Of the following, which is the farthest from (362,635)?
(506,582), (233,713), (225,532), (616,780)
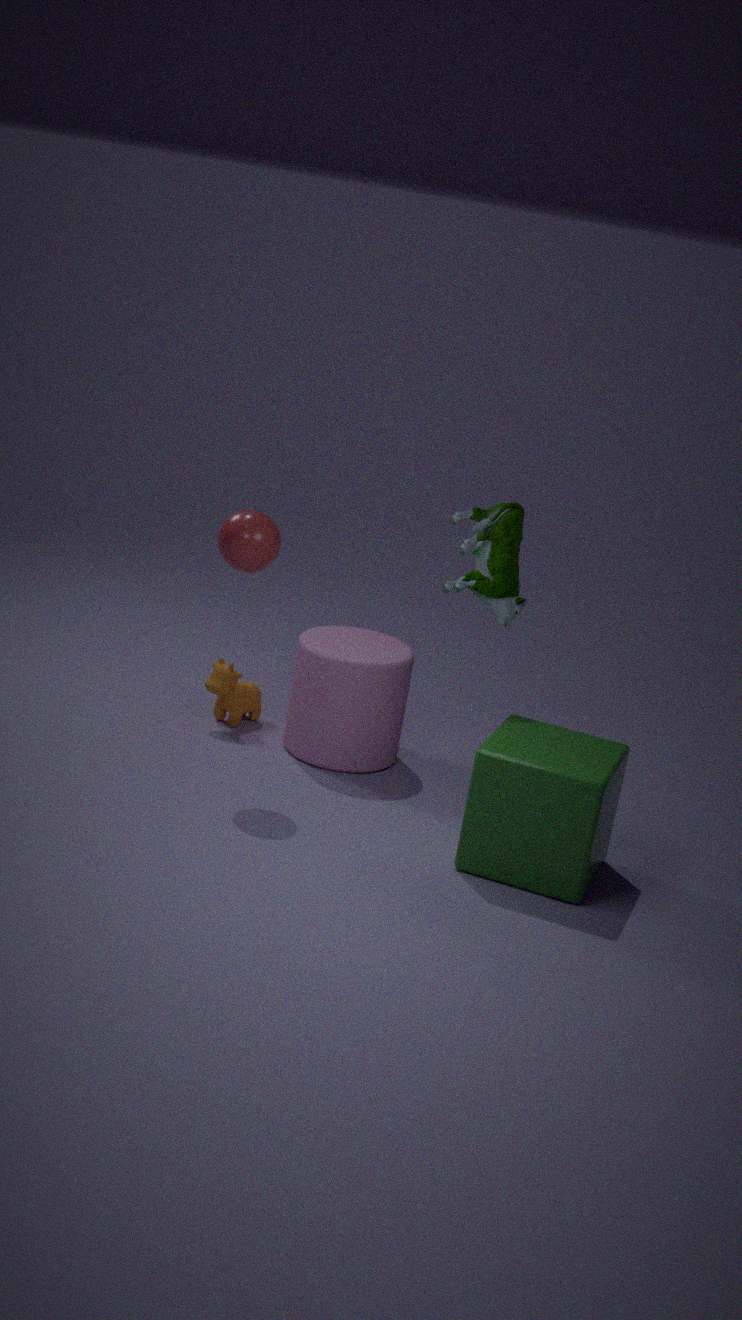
(616,780)
